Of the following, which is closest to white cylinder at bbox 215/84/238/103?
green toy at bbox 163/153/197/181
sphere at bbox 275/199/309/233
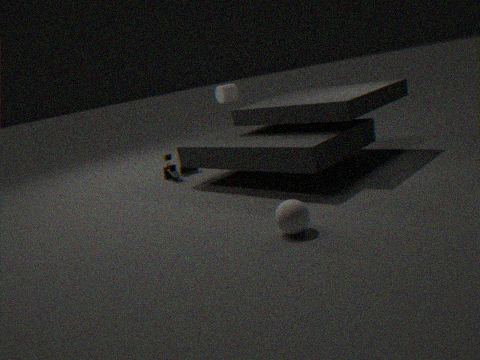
green toy at bbox 163/153/197/181
